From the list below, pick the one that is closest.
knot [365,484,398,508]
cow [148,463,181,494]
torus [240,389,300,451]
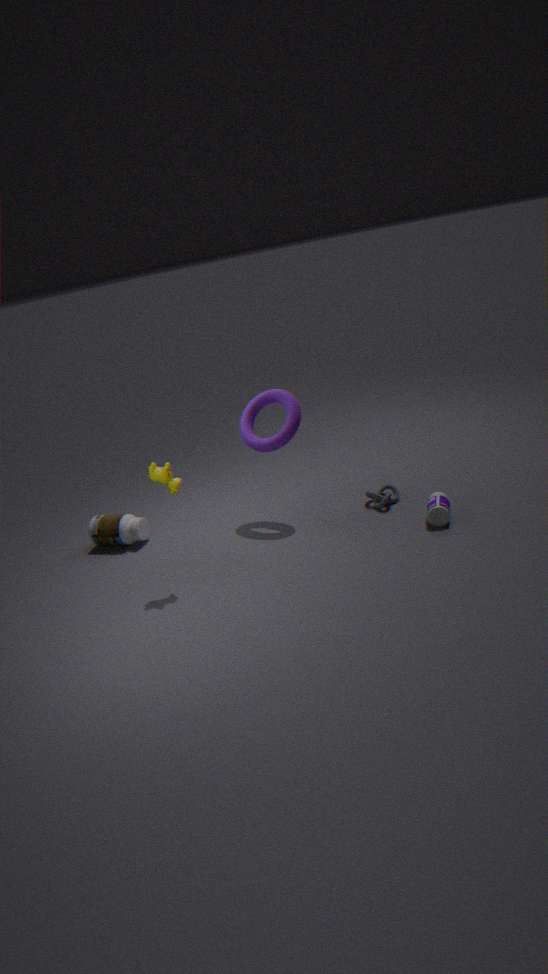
cow [148,463,181,494]
